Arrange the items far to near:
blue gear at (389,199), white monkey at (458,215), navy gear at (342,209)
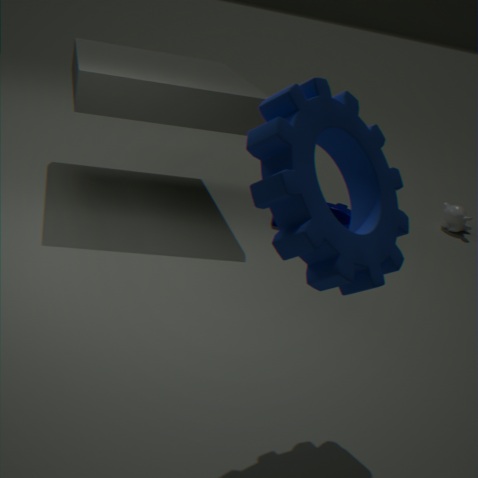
white monkey at (458,215), navy gear at (342,209), blue gear at (389,199)
